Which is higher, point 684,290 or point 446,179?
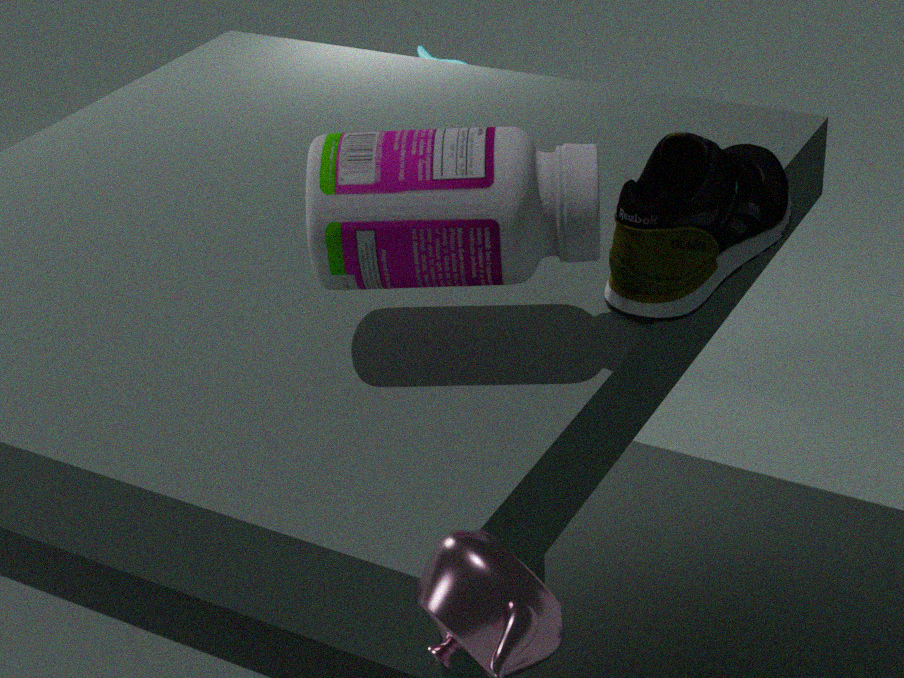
point 446,179
